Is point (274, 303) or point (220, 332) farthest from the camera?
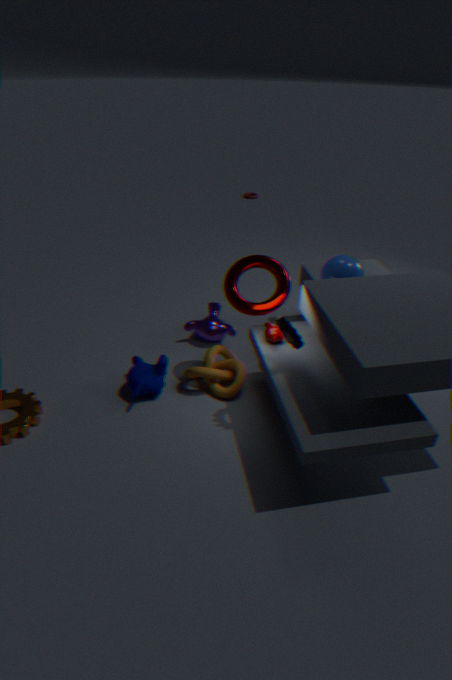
point (220, 332)
